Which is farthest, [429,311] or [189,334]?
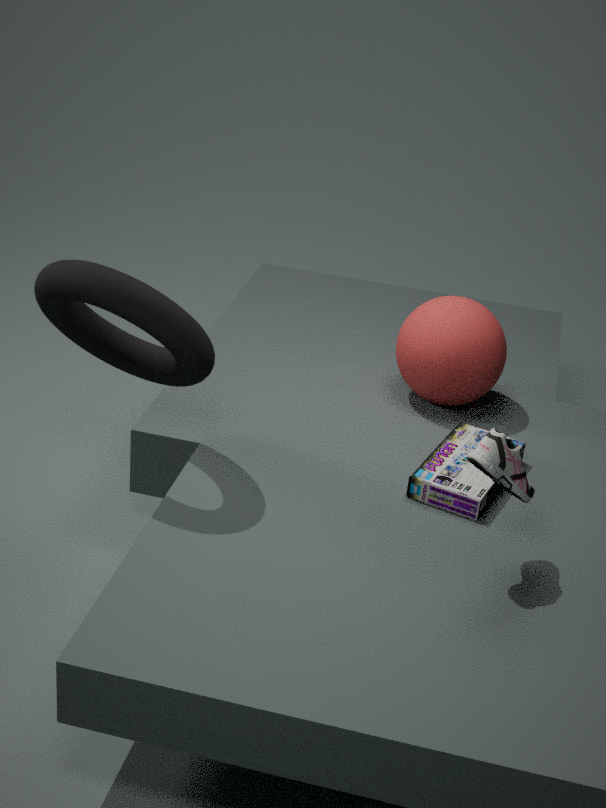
[429,311]
